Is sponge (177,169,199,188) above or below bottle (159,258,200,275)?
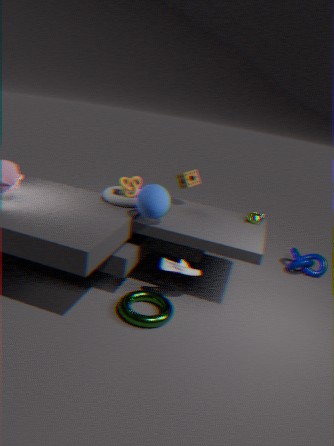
above
